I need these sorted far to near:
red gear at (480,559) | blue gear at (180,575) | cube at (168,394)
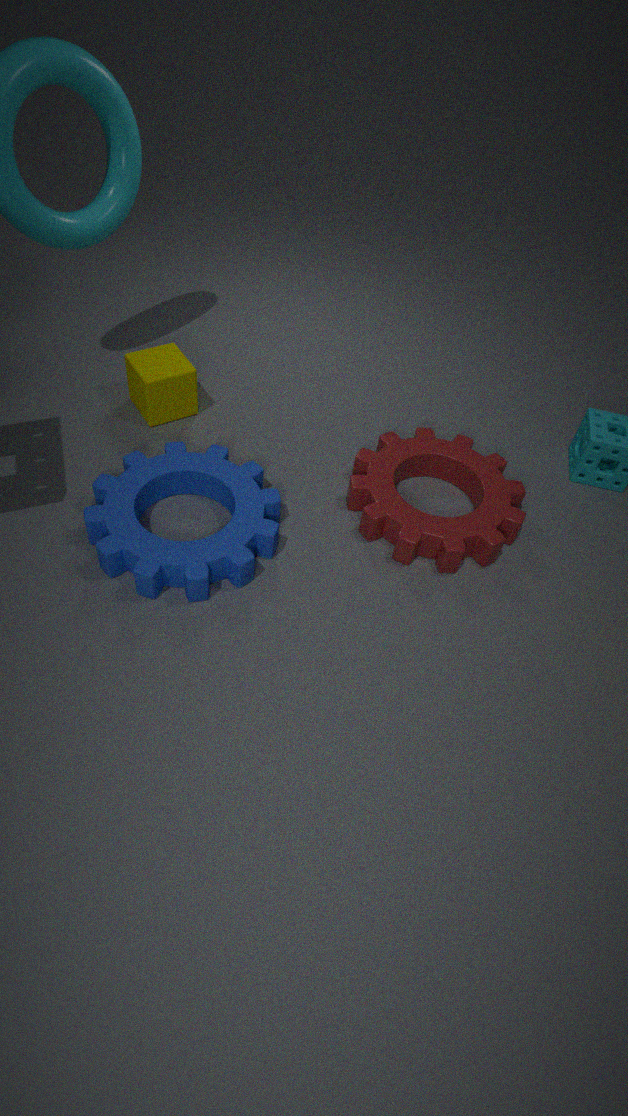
cube at (168,394) < red gear at (480,559) < blue gear at (180,575)
